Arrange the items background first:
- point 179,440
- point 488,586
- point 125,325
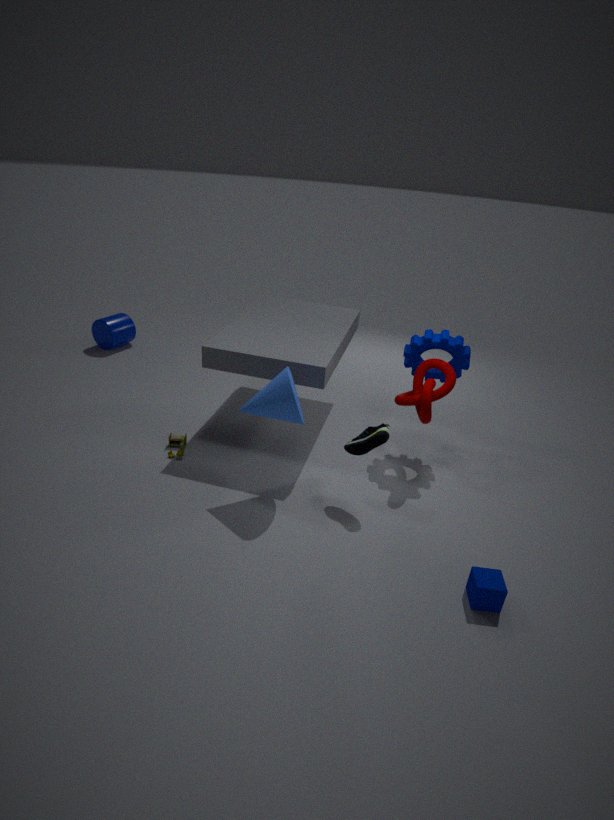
1. point 125,325
2. point 179,440
3. point 488,586
